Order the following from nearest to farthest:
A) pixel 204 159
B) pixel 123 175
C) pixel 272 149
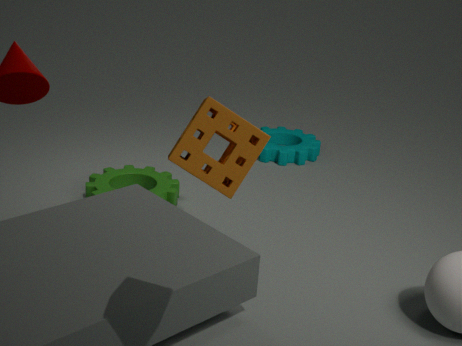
pixel 204 159, pixel 123 175, pixel 272 149
